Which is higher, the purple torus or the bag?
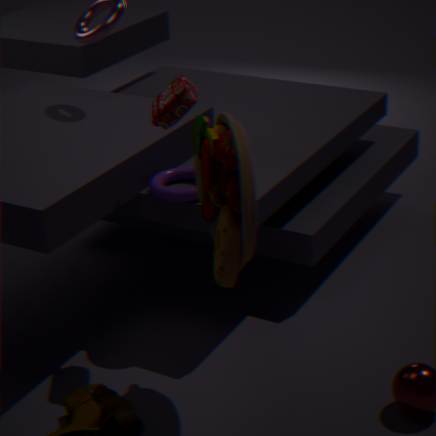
the bag
